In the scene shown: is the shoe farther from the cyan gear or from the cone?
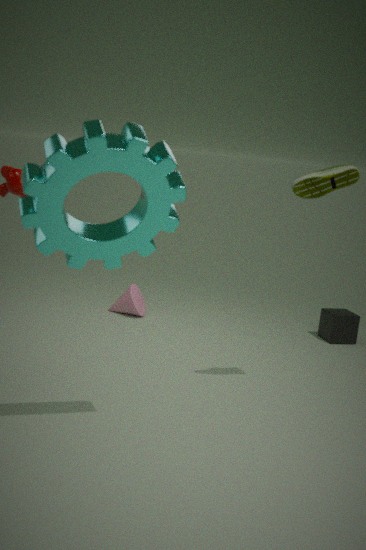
the cone
